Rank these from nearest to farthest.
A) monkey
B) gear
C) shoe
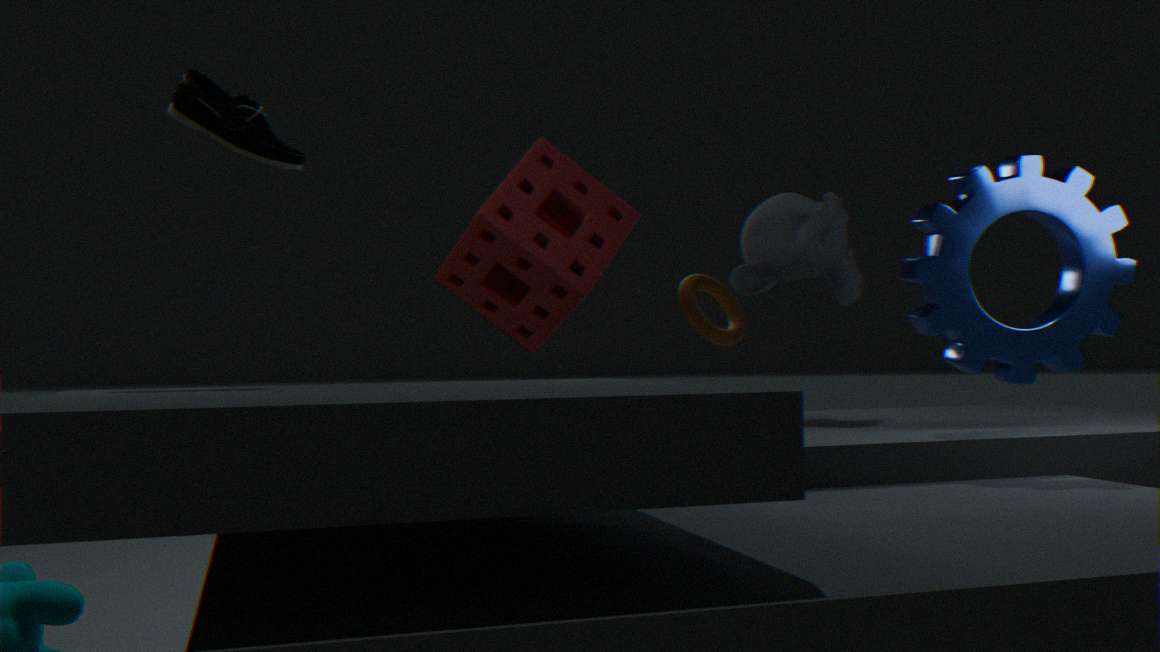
1. shoe
2. gear
3. monkey
